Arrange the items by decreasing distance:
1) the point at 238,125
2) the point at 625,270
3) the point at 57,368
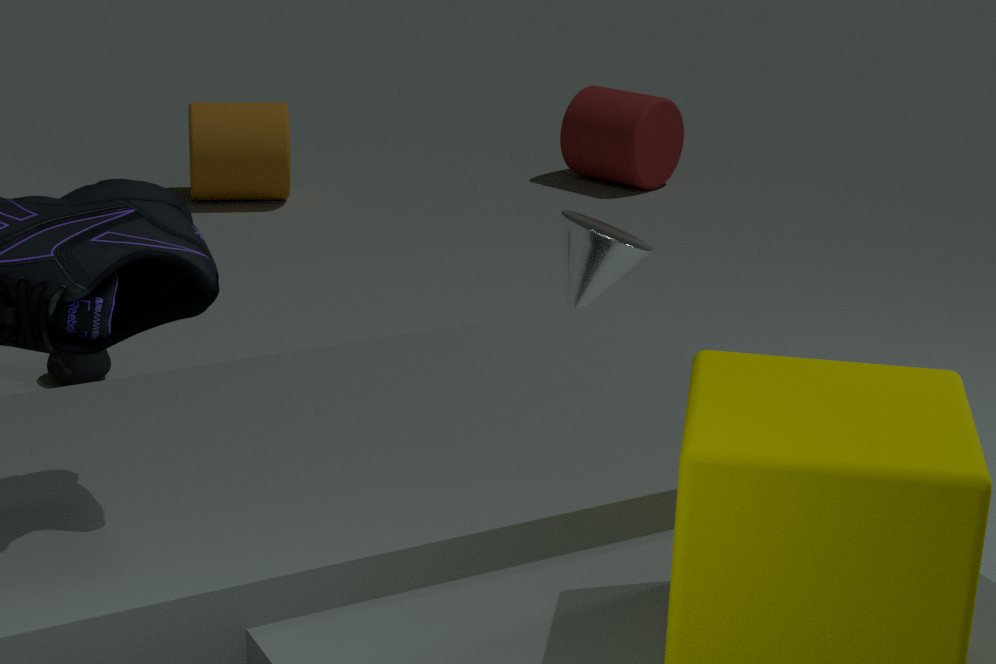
1. the point at 238,125 < 3. the point at 57,368 < 2. the point at 625,270
